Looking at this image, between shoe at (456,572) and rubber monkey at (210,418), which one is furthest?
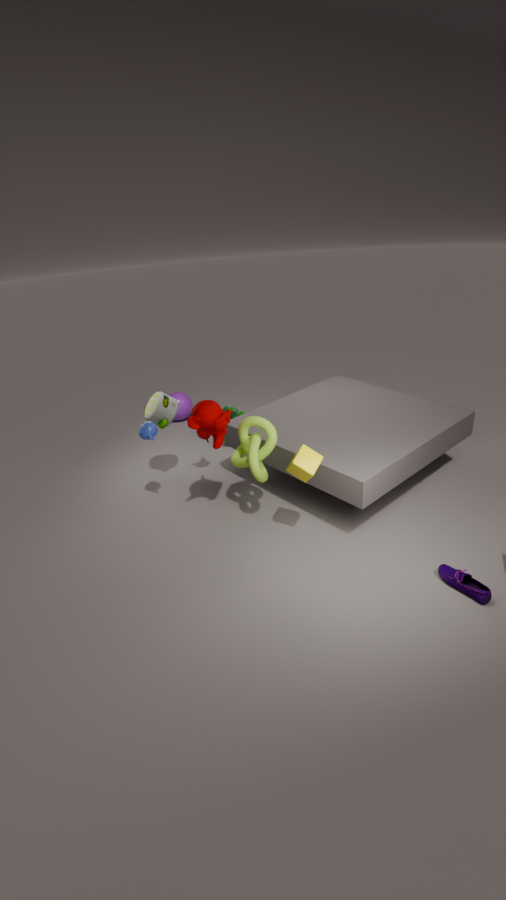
rubber monkey at (210,418)
